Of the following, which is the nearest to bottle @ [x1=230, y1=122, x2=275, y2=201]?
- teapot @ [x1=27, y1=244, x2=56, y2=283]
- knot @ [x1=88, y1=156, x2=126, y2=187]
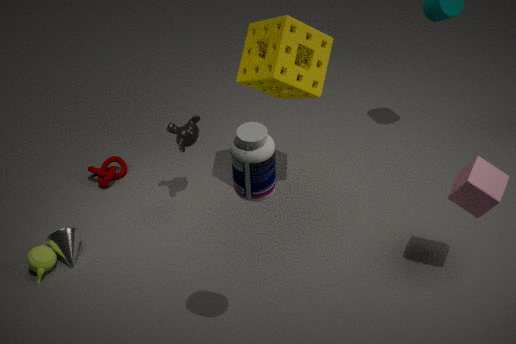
teapot @ [x1=27, y1=244, x2=56, y2=283]
